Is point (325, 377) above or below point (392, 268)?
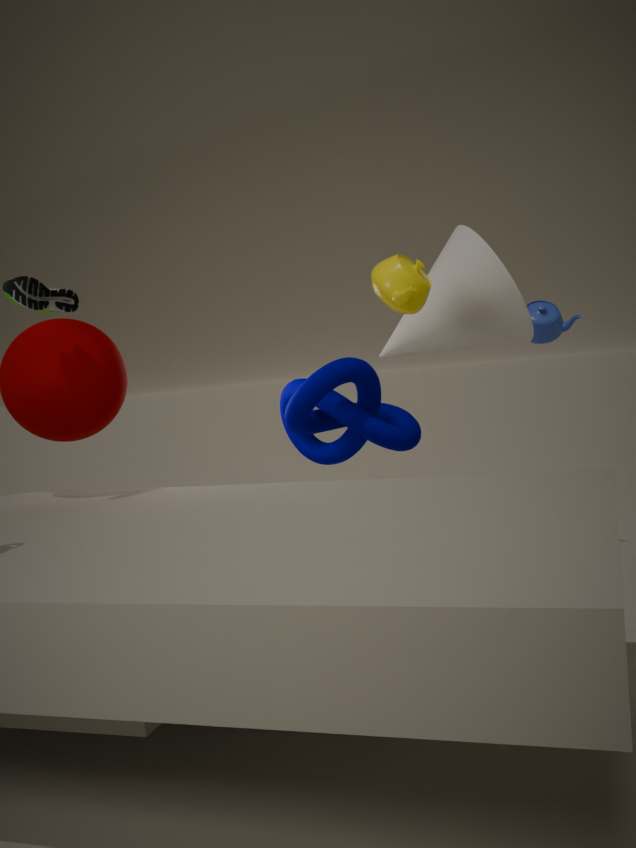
below
